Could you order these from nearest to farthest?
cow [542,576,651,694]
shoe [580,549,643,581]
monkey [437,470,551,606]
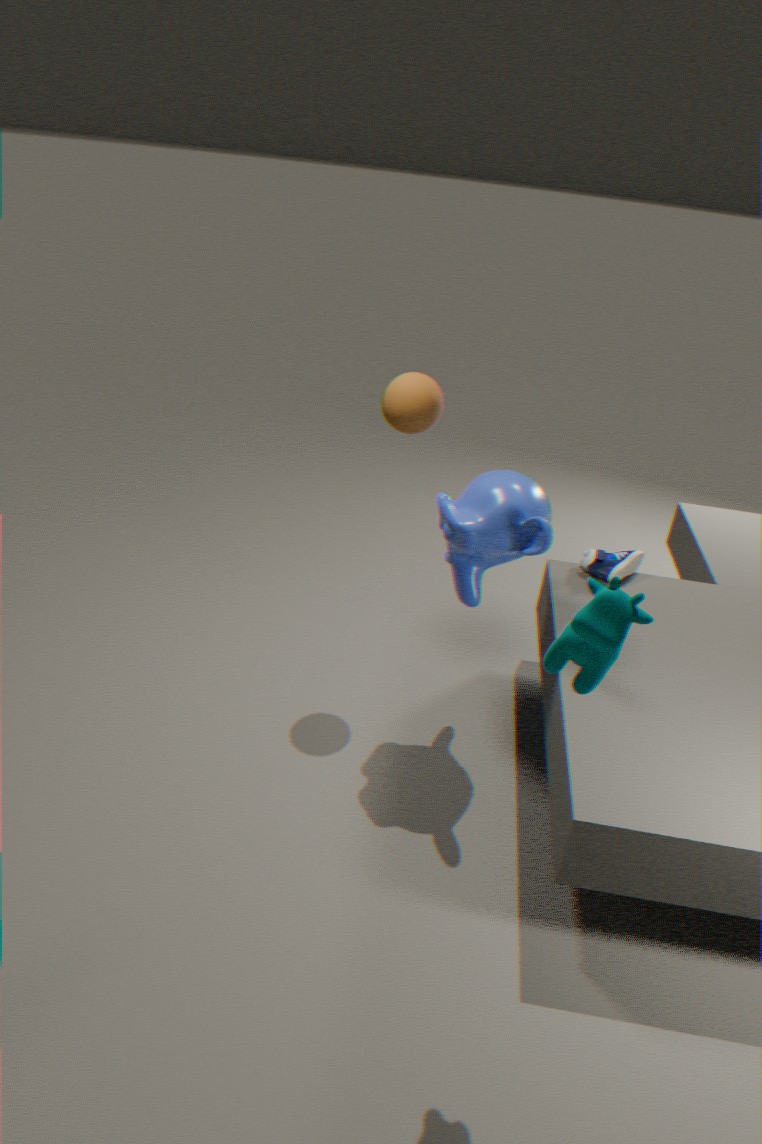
cow [542,576,651,694], monkey [437,470,551,606], shoe [580,549,643,581]
